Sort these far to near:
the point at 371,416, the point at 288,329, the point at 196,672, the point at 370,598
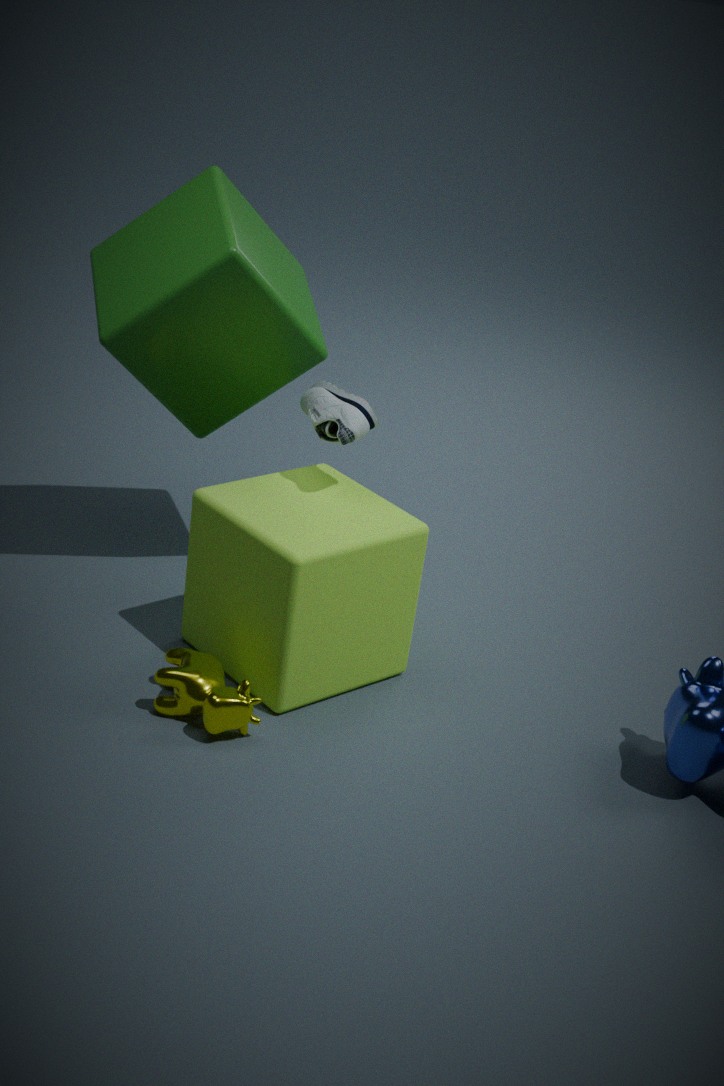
the point at 288,329
the point at 371,416
the point at 370,598
the point at 196,672
